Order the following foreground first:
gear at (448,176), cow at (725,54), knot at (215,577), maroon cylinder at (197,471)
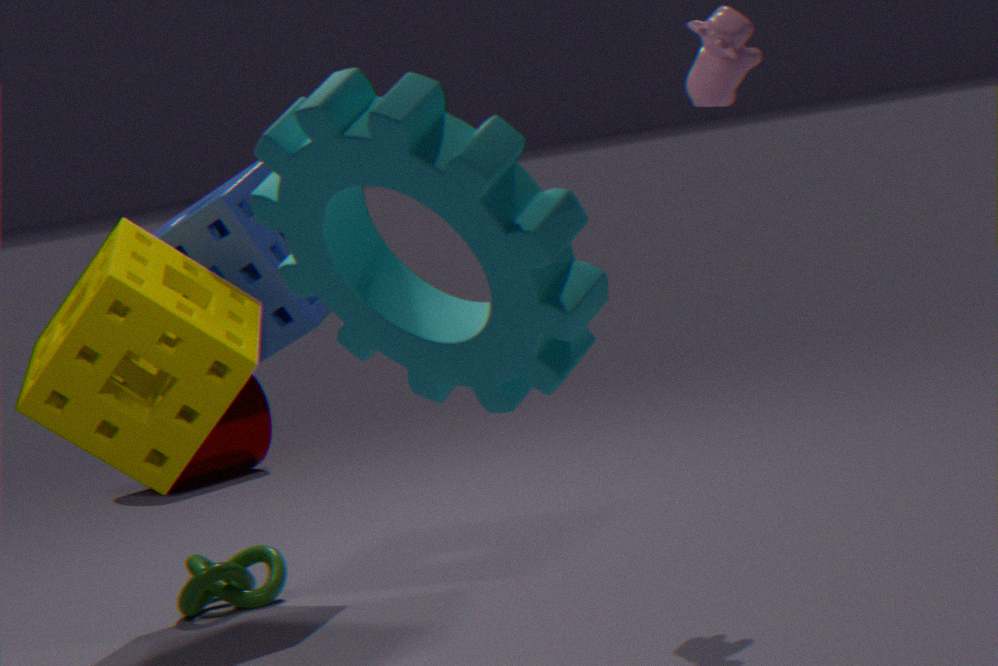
gear at (448,176)
cow at (725,54)
knot at (215,577)
maroon cylinder at (197,471)
